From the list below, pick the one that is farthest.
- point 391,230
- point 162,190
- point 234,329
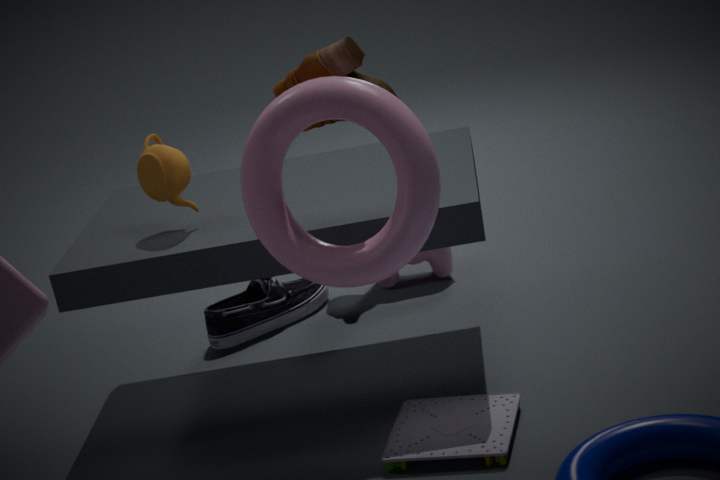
point 234,329
